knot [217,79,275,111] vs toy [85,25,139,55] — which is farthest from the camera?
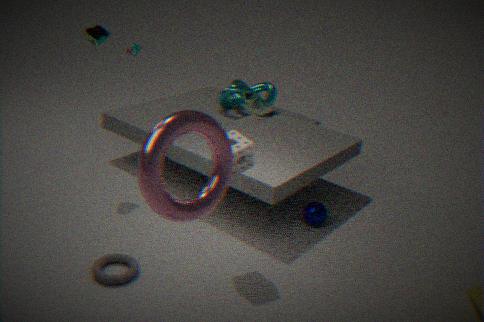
knot [217,79,275,111]
